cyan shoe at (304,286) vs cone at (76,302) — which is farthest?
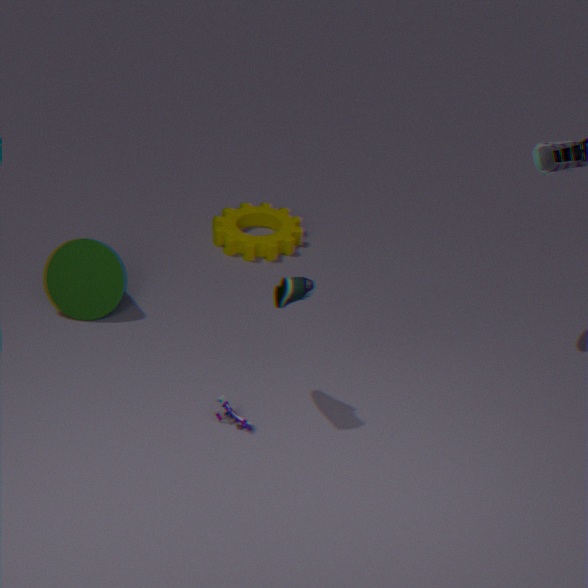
cone at (76,302)
